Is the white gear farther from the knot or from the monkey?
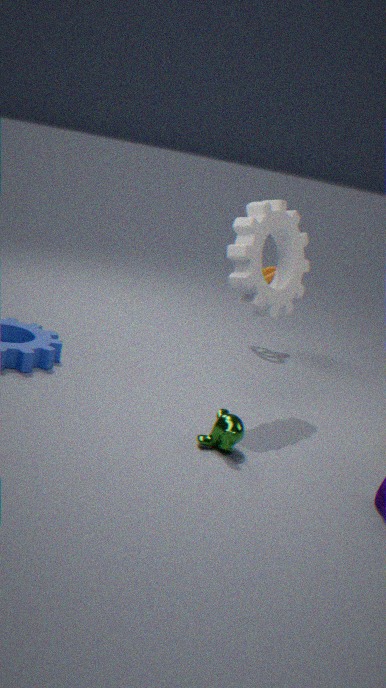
the knot
